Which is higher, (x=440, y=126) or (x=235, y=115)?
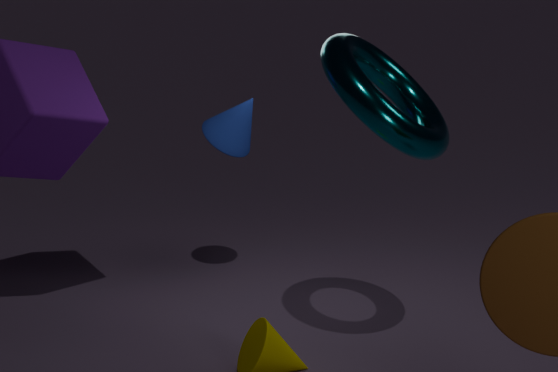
(x=440, y=126)
